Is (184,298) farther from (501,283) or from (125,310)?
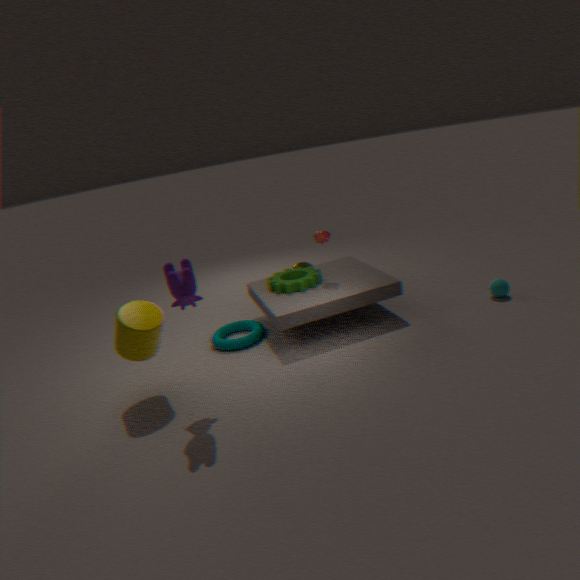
(501,283)
